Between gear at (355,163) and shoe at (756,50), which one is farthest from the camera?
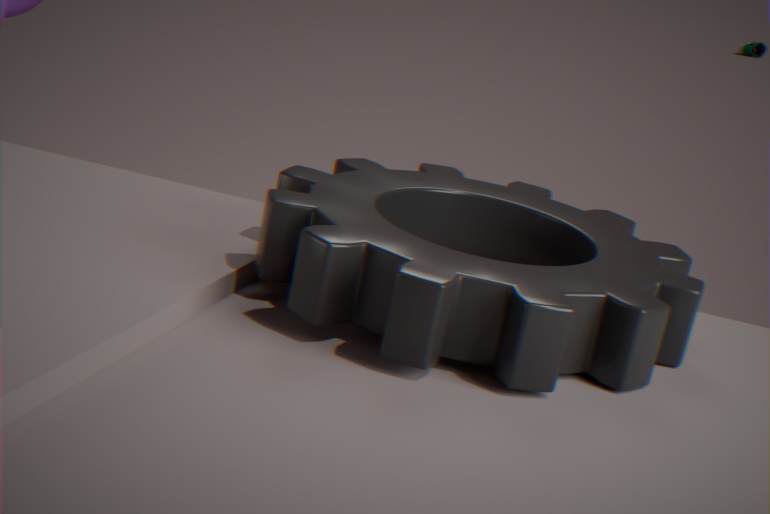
shoe at (756,50)
